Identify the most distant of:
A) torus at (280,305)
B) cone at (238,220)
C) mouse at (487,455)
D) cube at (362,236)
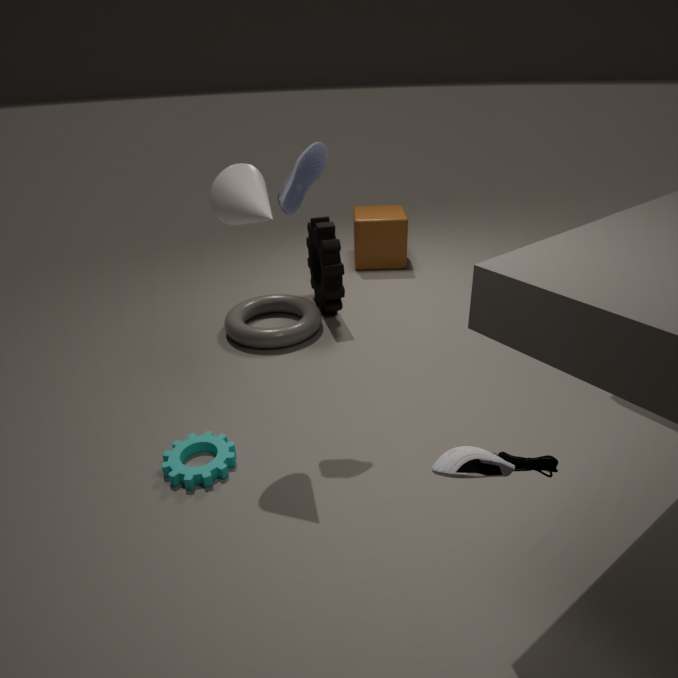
cube at (362,236)
